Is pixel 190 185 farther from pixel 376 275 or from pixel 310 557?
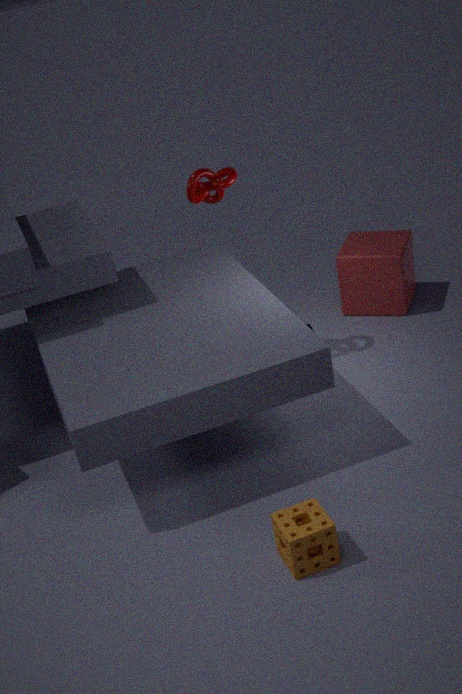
pixel 310 557
